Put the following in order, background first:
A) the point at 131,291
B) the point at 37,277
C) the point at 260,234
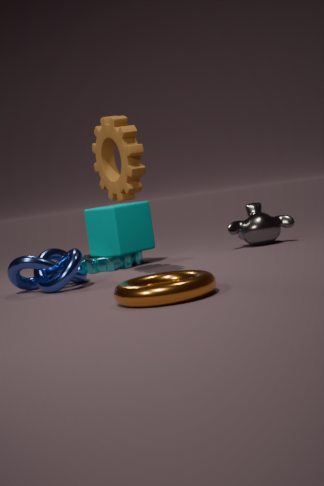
the point at 260,234, the point at 37,277, the point at 131,291
